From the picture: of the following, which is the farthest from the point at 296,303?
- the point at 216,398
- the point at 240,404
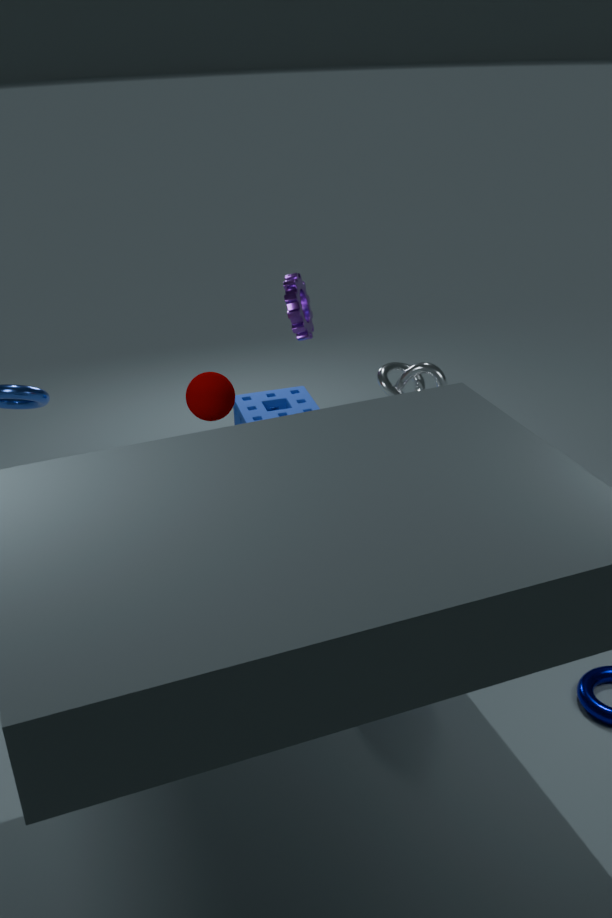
the point at 240,404
